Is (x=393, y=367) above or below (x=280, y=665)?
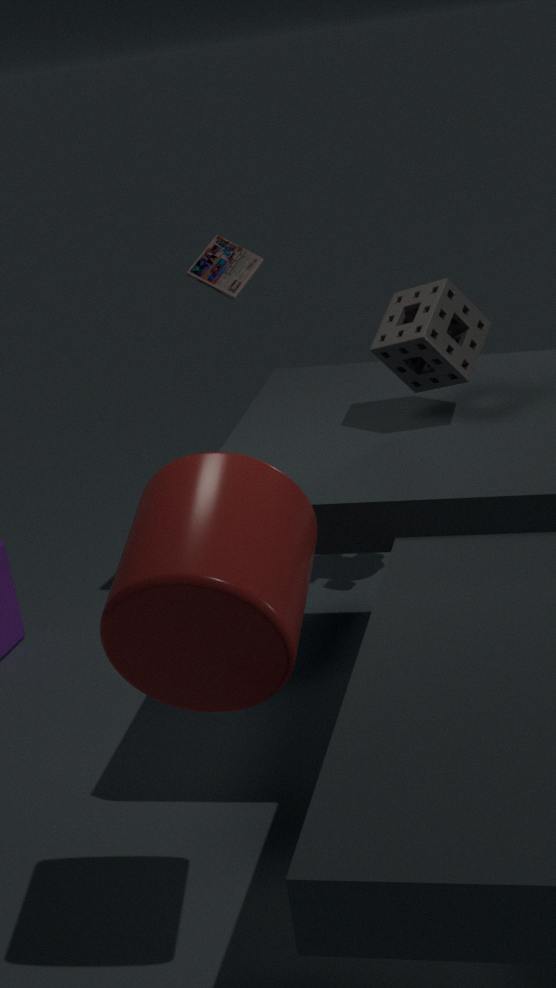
above
